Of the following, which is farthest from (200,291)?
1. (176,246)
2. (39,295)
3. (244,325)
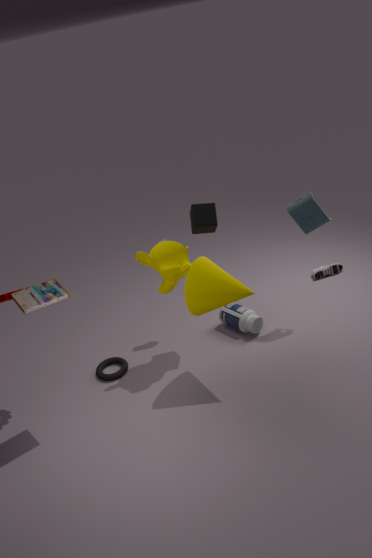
(39,295)
